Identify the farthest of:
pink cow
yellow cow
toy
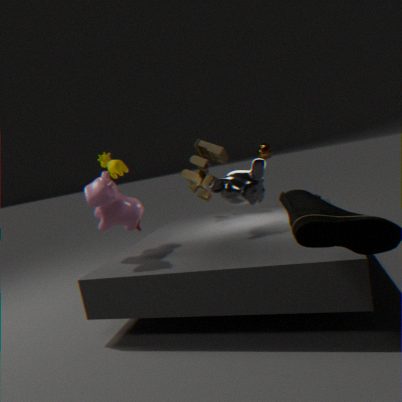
toy
